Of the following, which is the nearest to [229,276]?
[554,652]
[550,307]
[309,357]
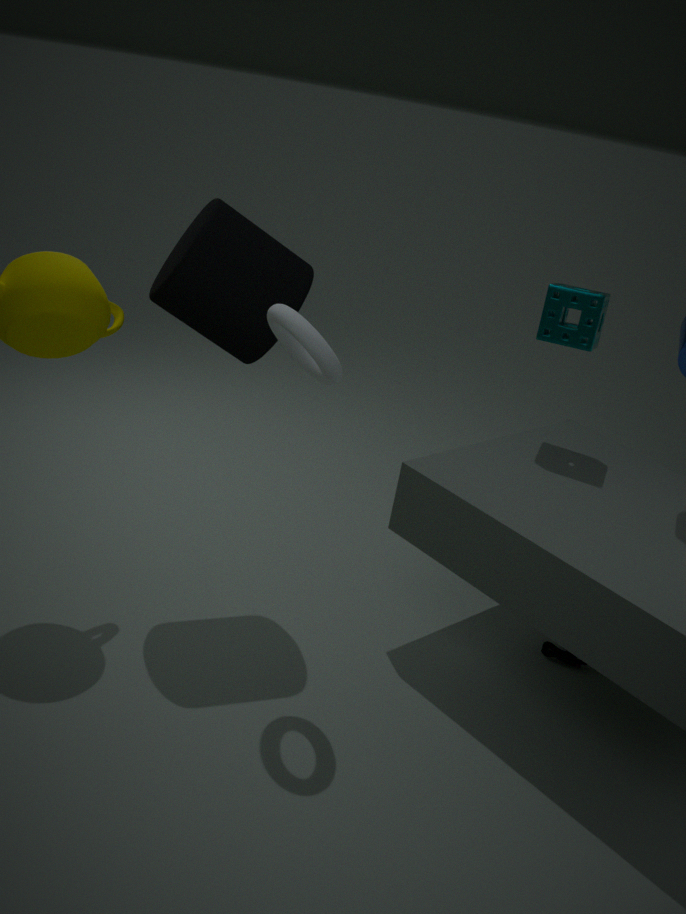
[309,357]
